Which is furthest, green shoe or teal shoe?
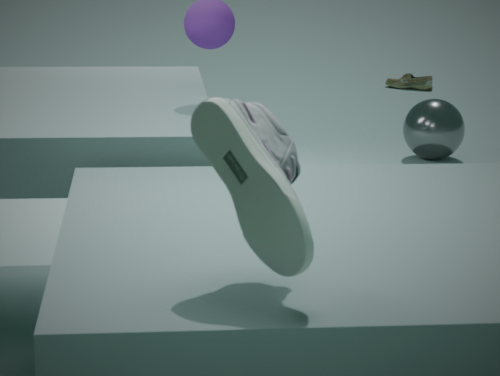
green shoe
